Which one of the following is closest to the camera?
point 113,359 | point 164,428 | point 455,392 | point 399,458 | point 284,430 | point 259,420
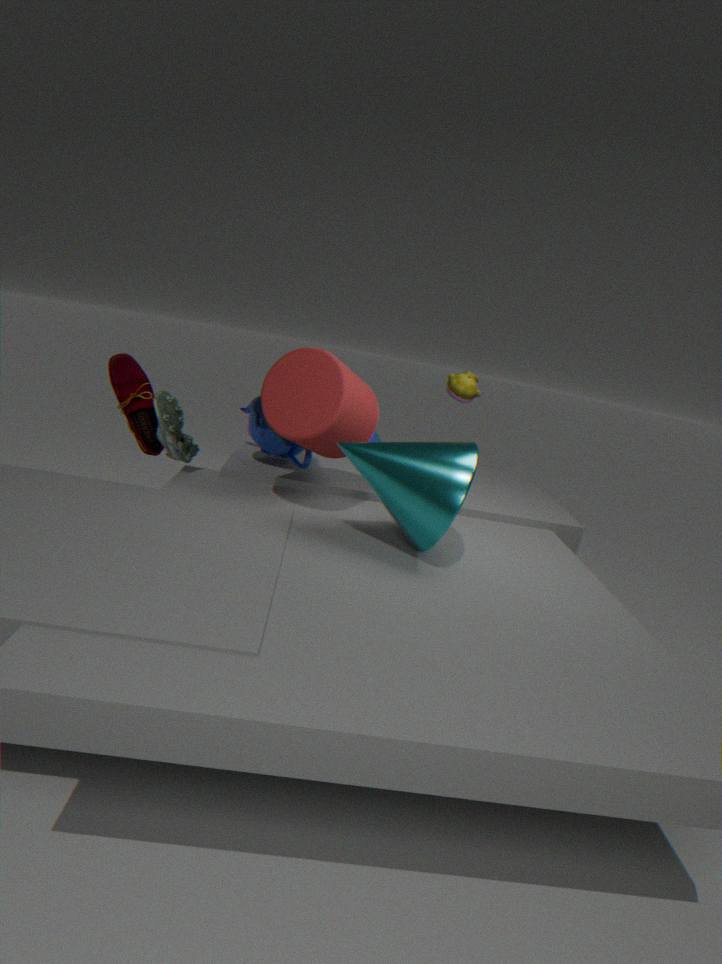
point 399,458
